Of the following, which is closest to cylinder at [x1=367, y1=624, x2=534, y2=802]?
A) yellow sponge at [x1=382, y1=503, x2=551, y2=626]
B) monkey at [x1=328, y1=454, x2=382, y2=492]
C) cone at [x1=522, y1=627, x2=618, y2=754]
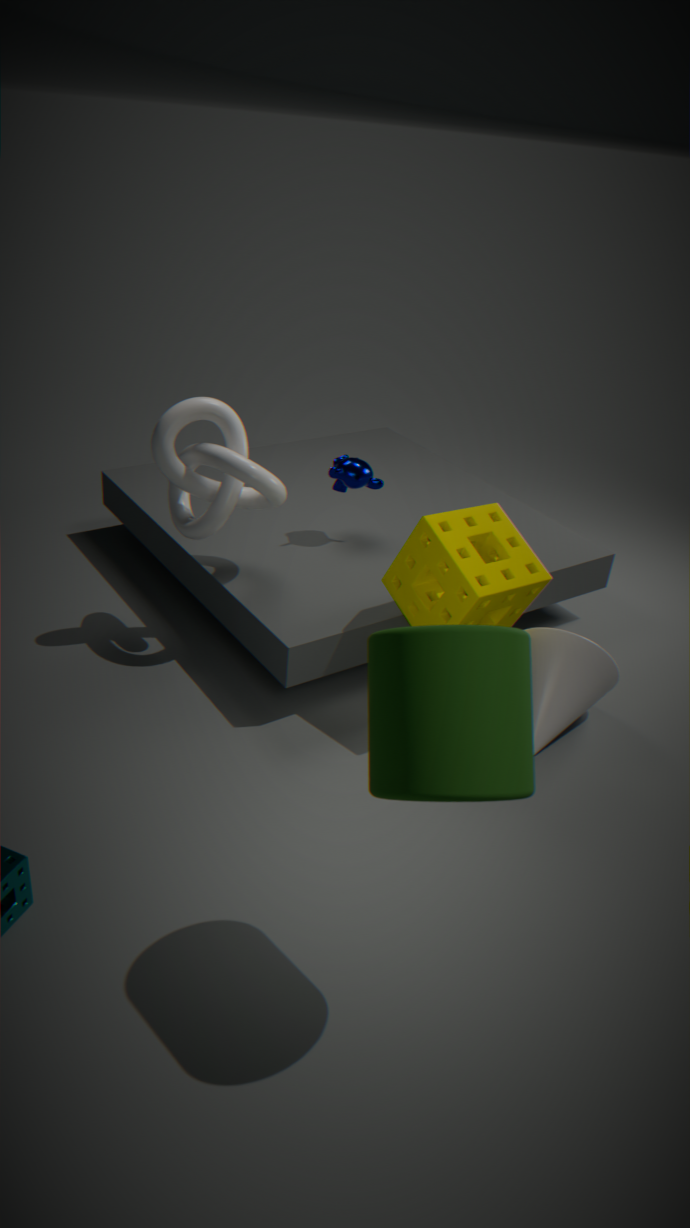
yellow sponge at [x1=382, y1=503, x2=551, y2=626]
